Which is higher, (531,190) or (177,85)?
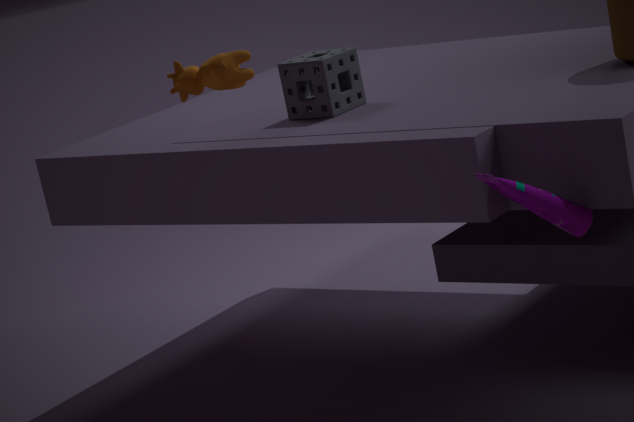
(177,85)
